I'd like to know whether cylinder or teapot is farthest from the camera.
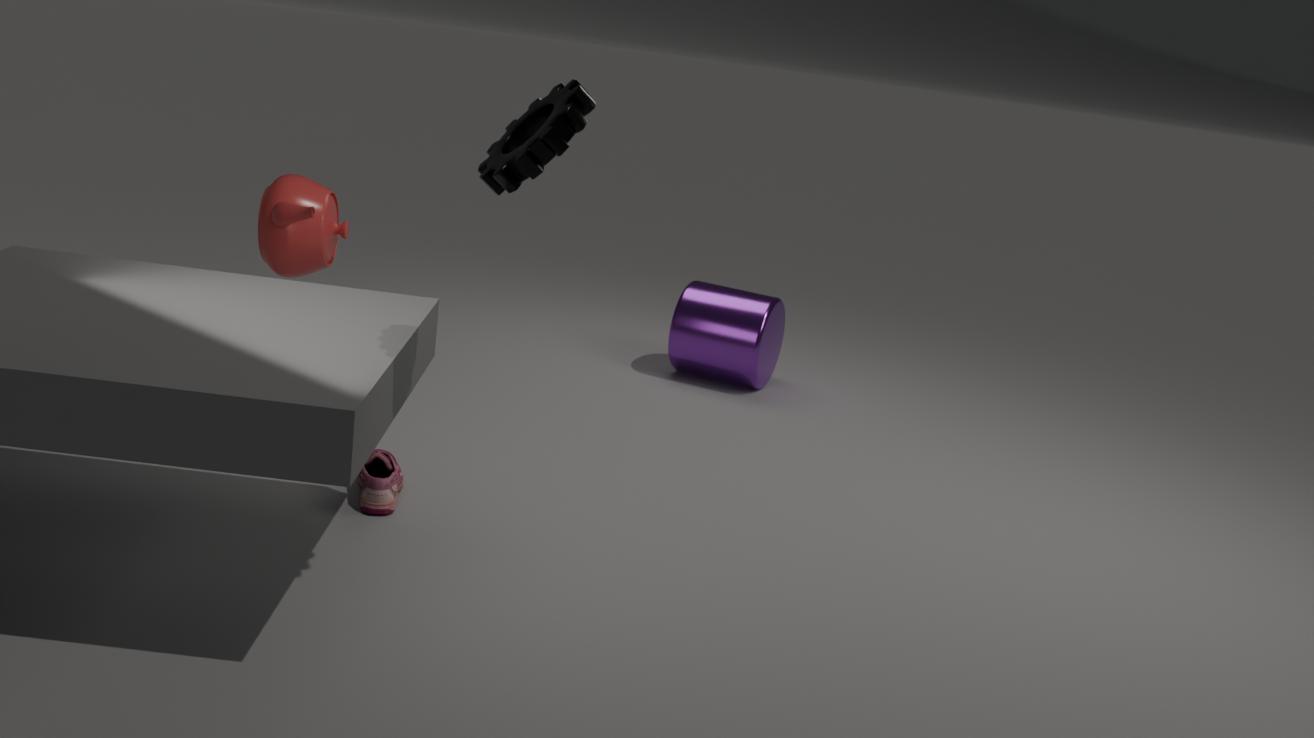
cylinder
